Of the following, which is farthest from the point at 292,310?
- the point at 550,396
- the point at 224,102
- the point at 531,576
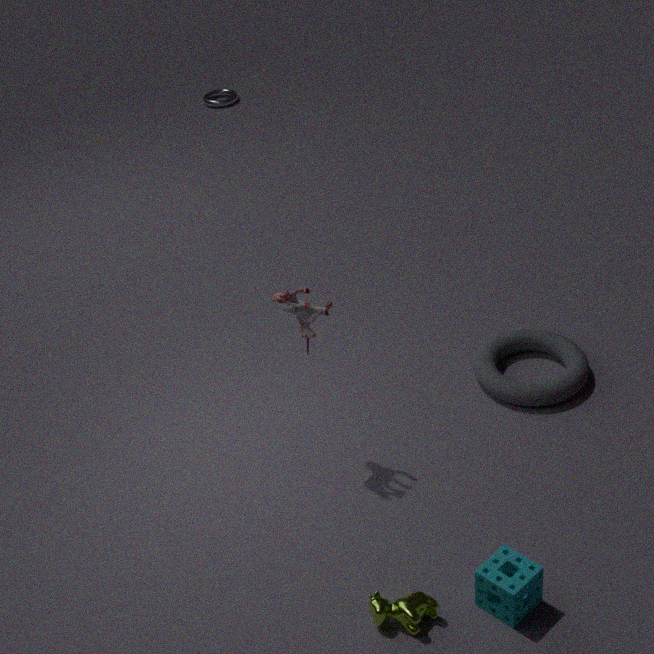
the point at 224,102
